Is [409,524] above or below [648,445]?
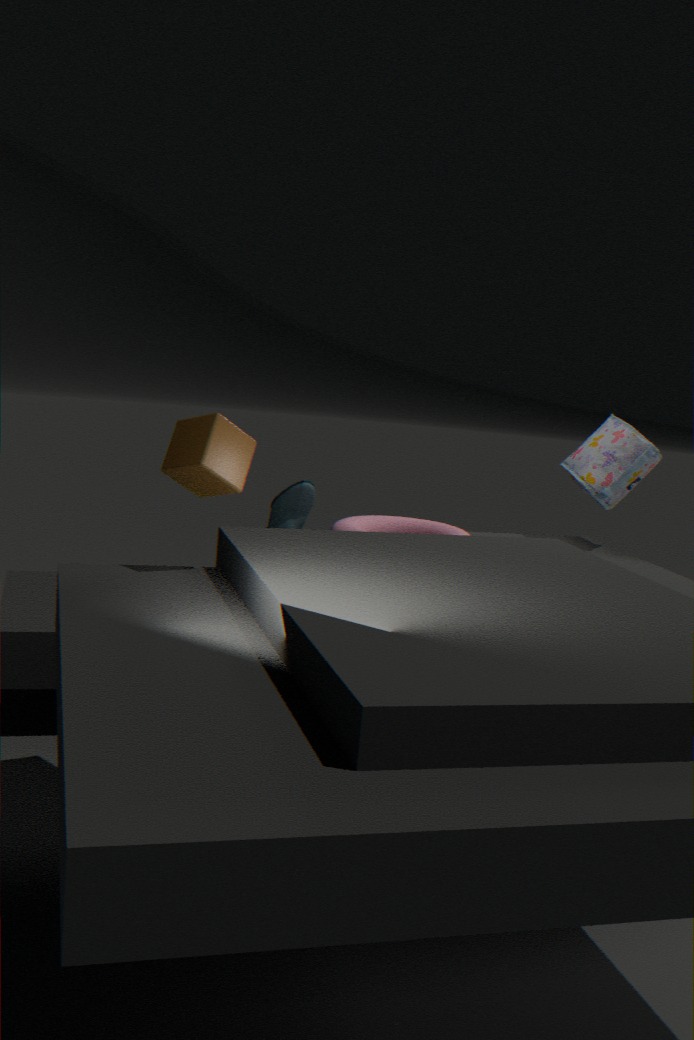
below
